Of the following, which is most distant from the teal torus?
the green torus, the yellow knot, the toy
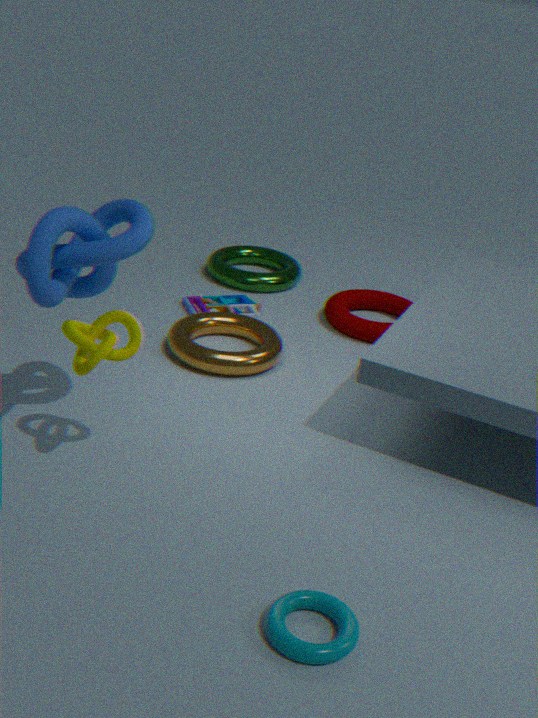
the green torus
